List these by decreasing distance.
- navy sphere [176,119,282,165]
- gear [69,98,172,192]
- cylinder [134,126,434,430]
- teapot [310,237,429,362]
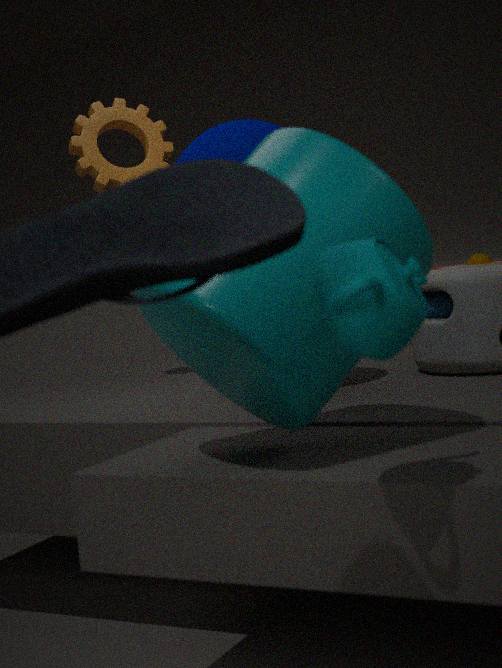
gear [69,98,172,192], navy sphere [176,119,282,165], cylinder [134,126,434,430], teapot [310,237,429,362]
